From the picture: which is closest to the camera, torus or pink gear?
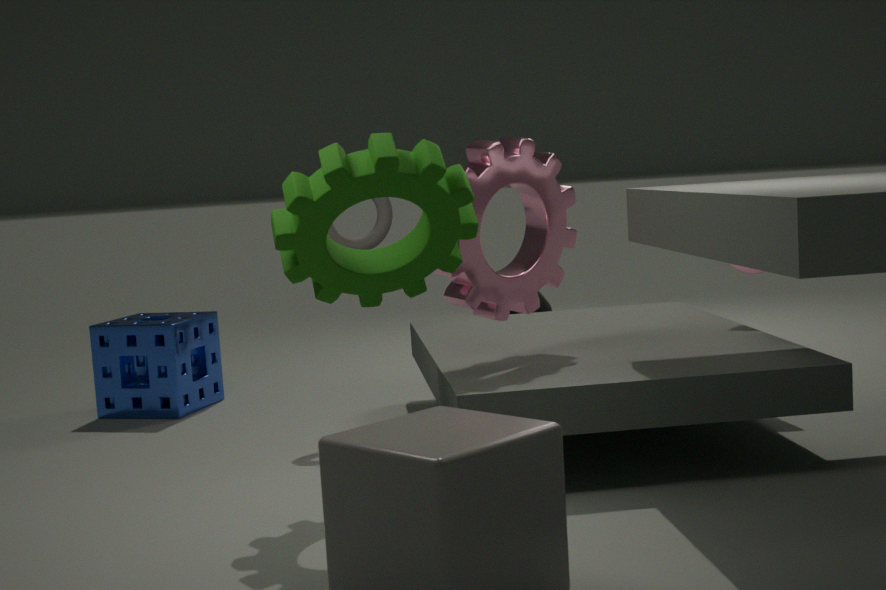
pink gear
